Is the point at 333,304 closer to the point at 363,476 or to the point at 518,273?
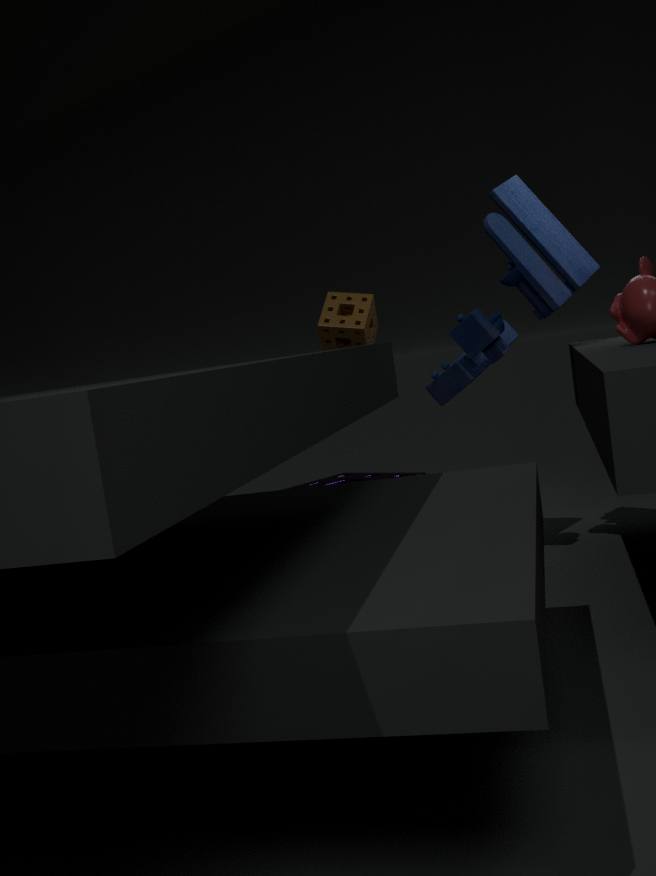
the point at 518,273
